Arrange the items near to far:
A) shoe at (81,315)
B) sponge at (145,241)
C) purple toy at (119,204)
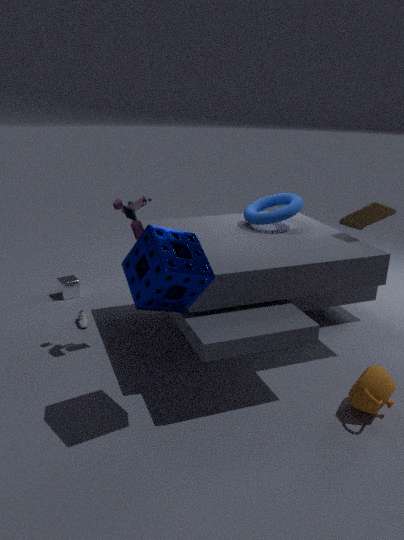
sponge at (145,241)
purple toy at (119,204)
shoe at (81,315)
